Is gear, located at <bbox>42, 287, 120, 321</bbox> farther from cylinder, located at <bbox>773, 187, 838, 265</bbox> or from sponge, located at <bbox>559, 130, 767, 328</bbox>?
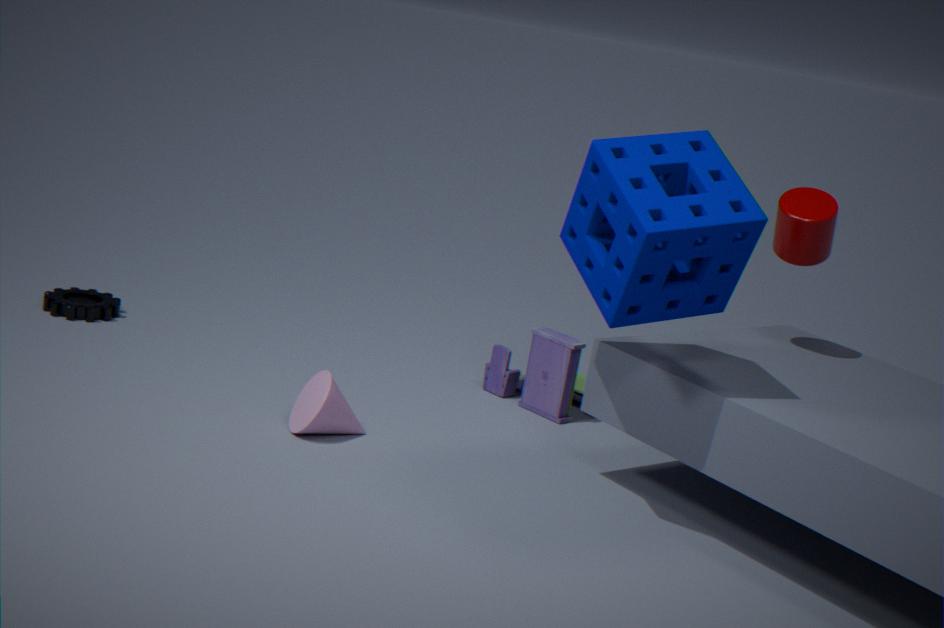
cylinder, located at <bbox>773, 187, 838, 265</bbox>
